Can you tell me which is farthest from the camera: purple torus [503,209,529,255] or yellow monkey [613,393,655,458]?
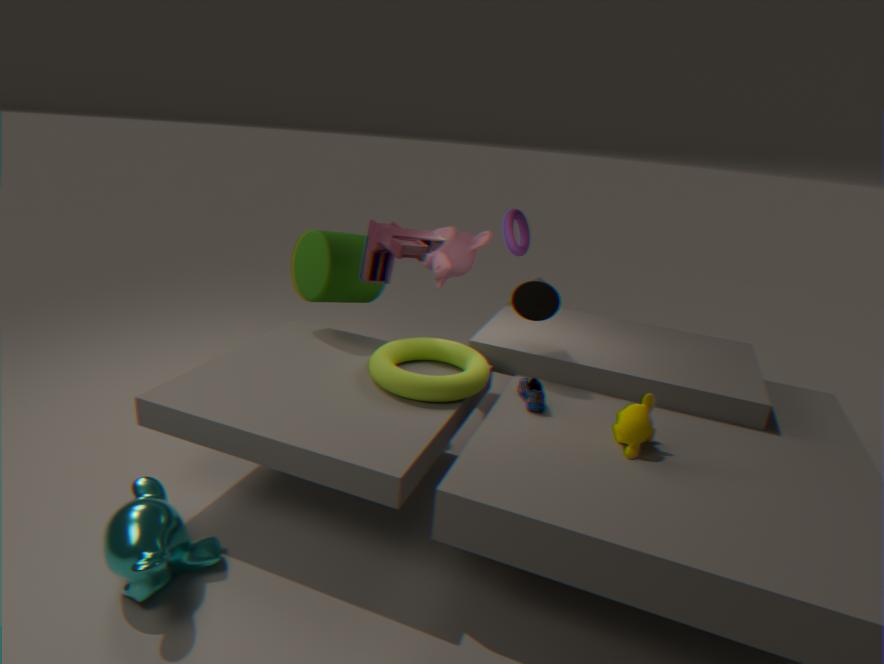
Answer: purple torus [503,209,529,255]
